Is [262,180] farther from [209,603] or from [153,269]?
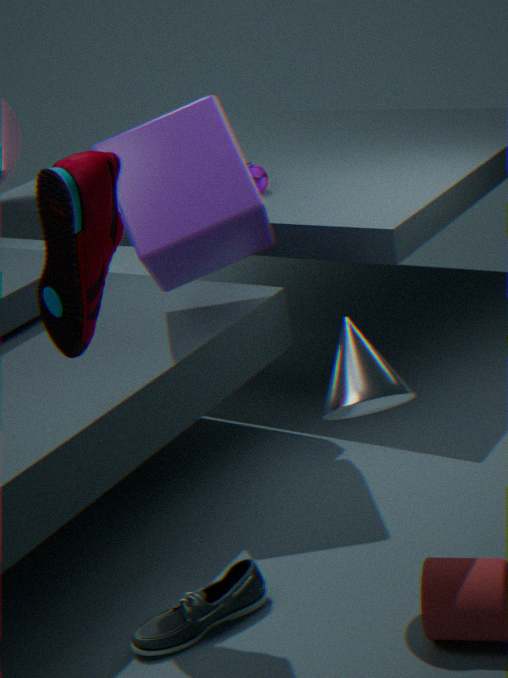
[209,603]
